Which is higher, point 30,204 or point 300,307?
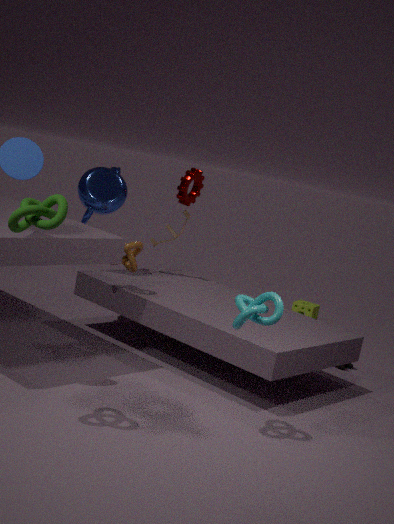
point 30,204
